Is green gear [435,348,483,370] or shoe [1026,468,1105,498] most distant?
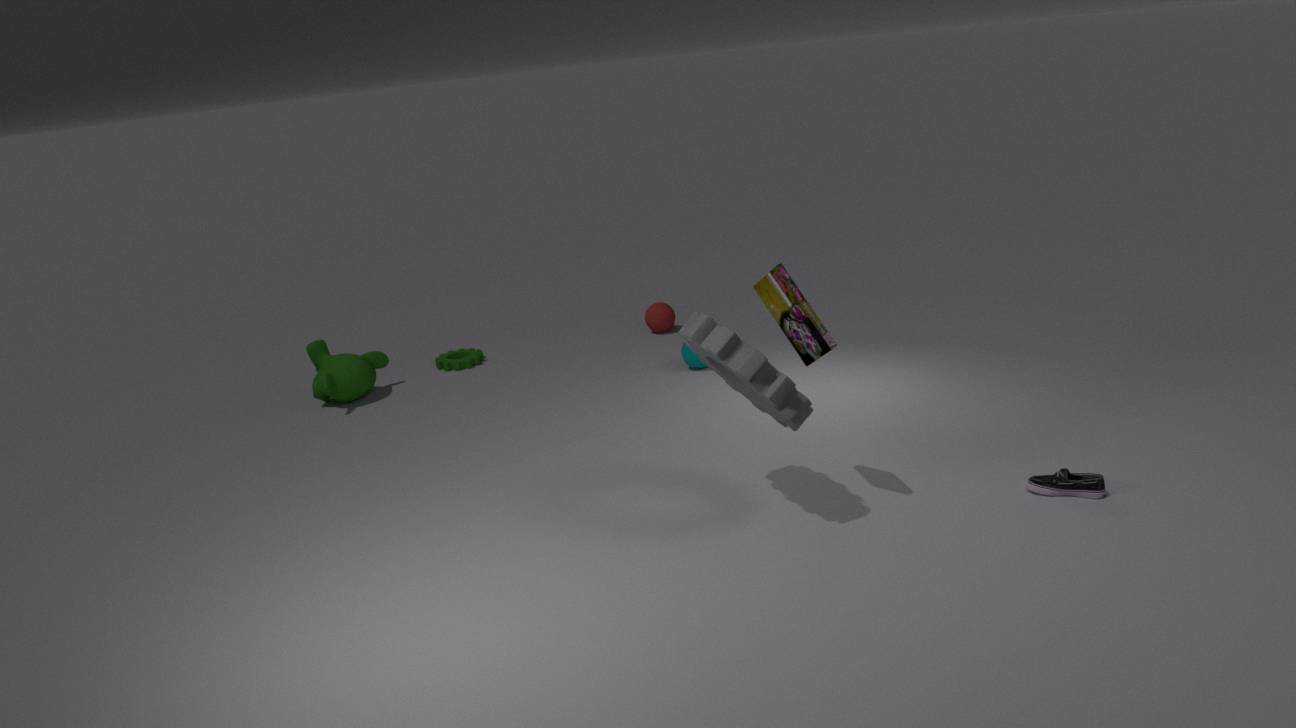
green gear [435,348,483,370]
